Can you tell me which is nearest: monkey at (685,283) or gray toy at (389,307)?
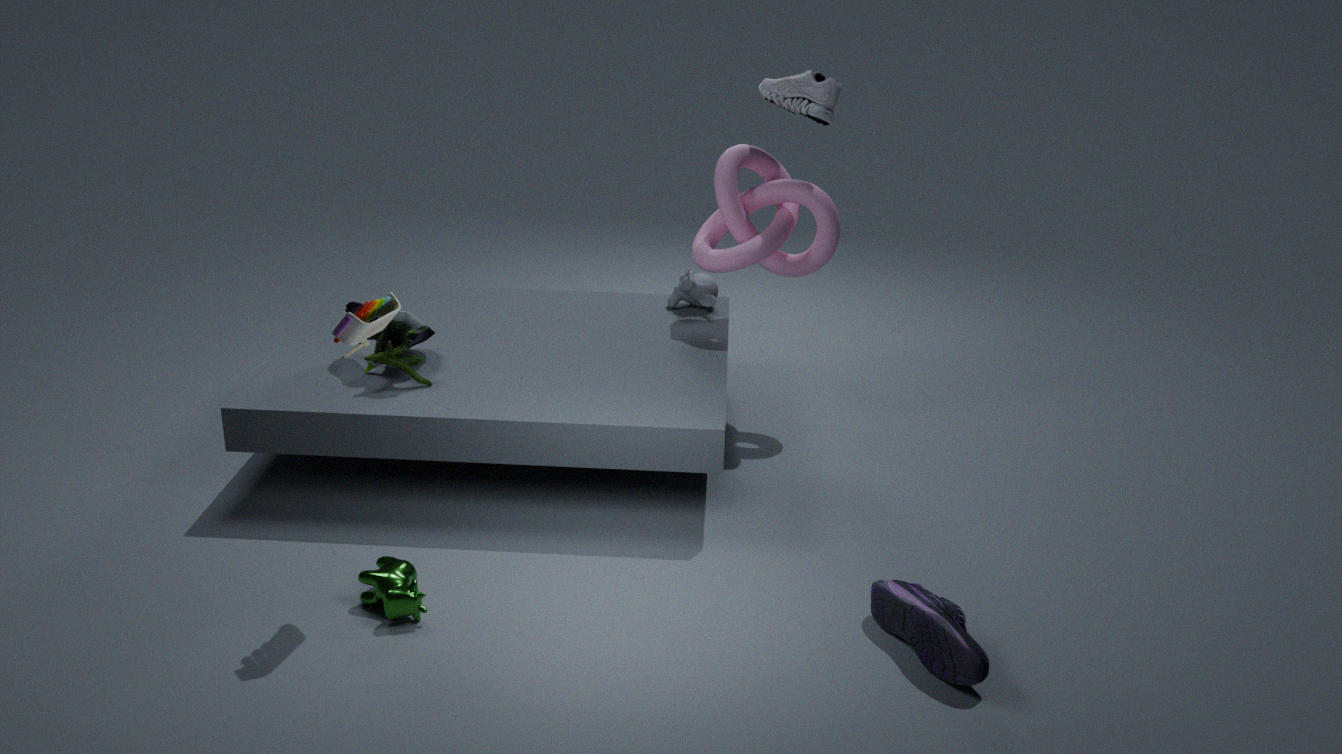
gray toy at (389,307)
